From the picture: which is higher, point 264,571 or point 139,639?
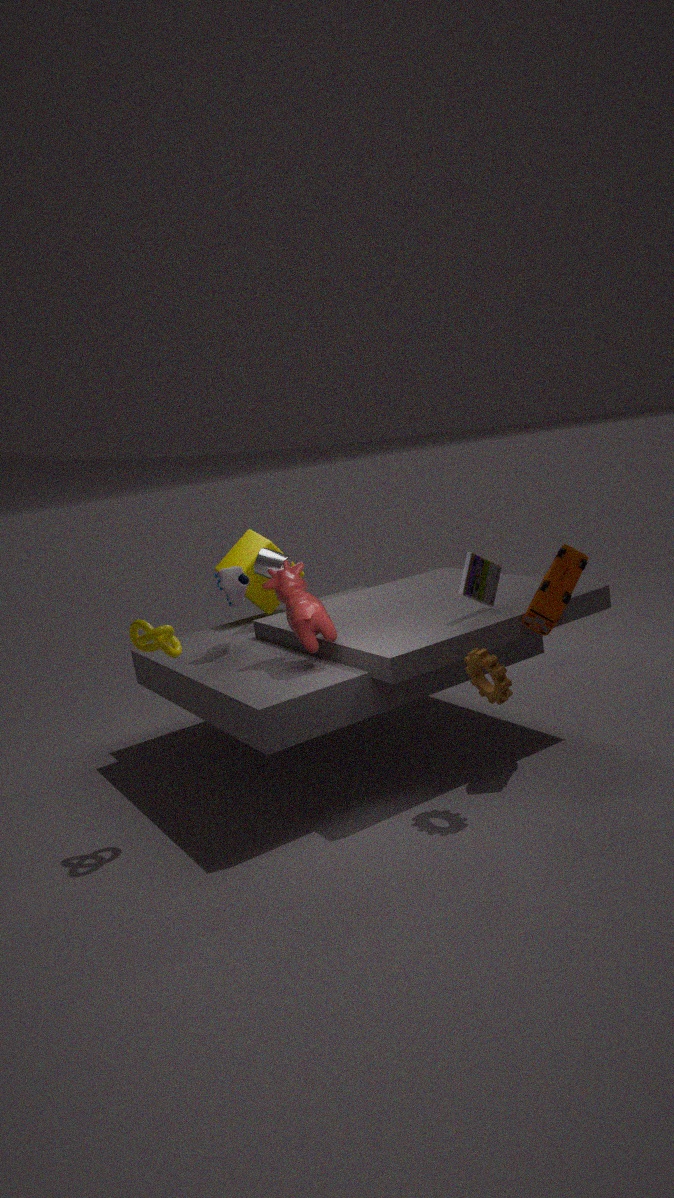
point 264,571
